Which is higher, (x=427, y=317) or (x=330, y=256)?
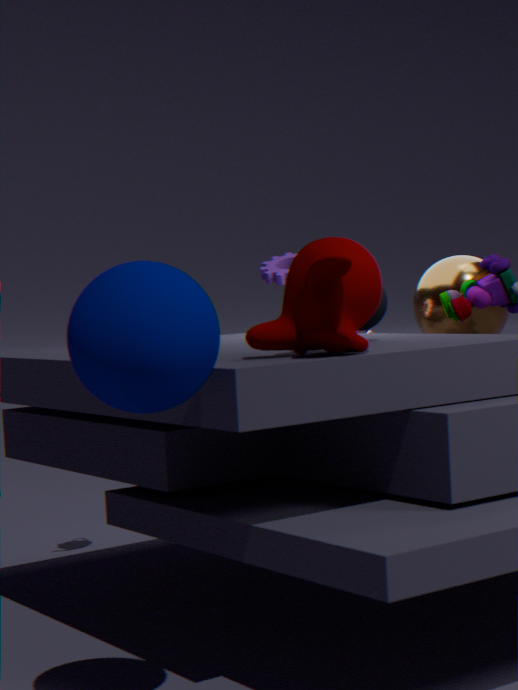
(x=330, y=256)
